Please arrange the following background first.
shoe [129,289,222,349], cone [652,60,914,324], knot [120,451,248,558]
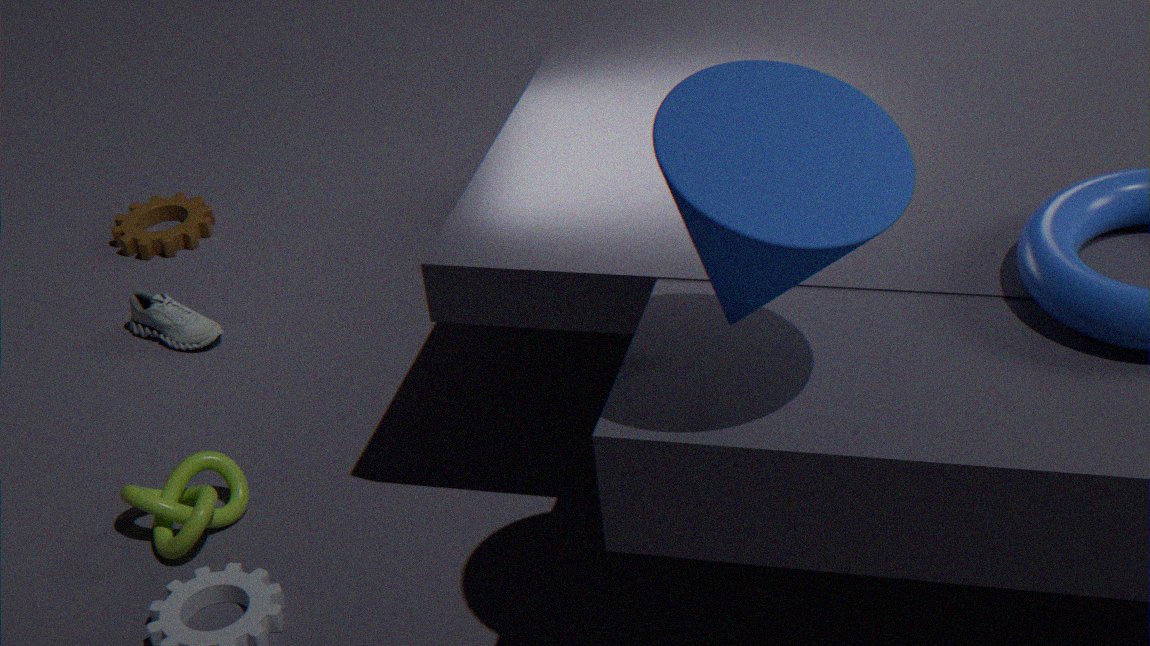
1. shoe [129,289,222,349]
2. knot [120,451,248,558]
3. cone [652,60,914,324]
